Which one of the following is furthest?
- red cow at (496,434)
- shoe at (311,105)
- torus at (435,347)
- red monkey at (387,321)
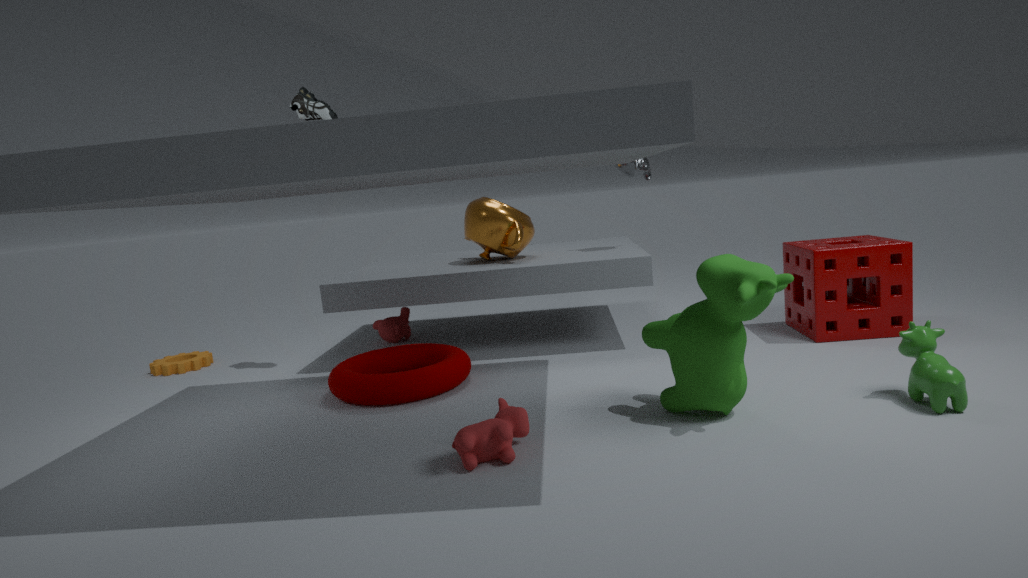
red monkey at (387,321)
